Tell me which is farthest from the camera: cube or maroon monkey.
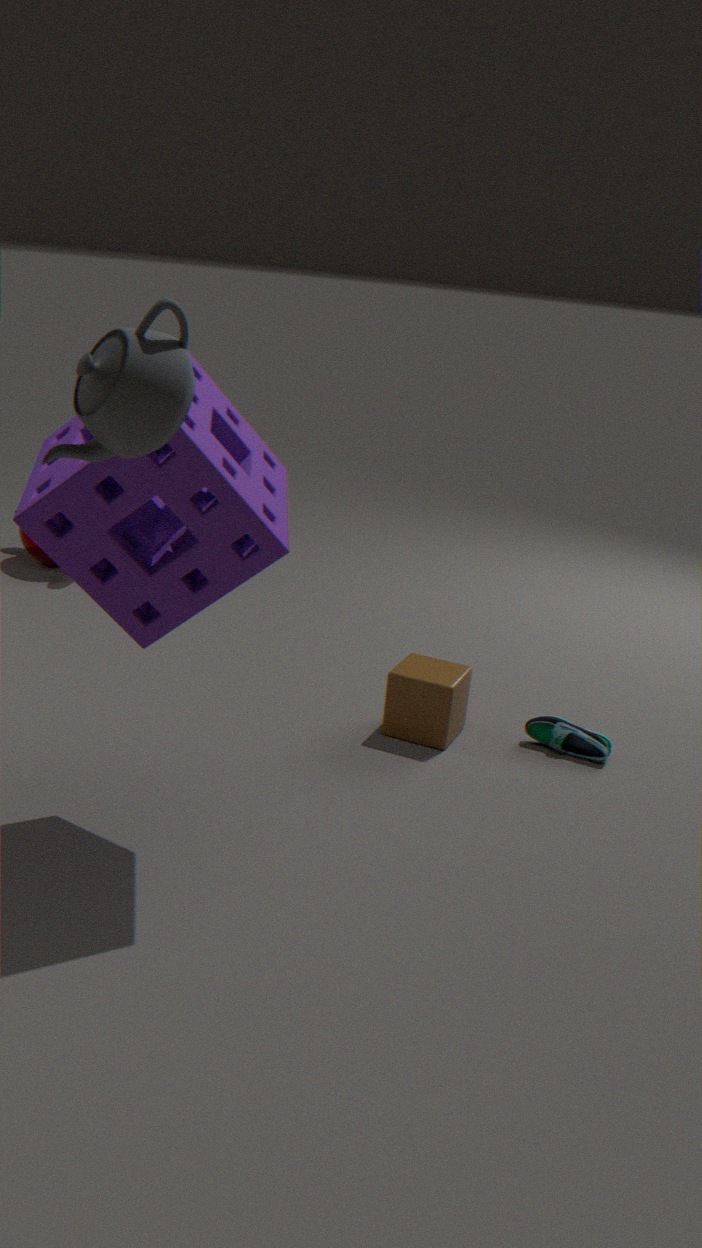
→ maroon monkey
